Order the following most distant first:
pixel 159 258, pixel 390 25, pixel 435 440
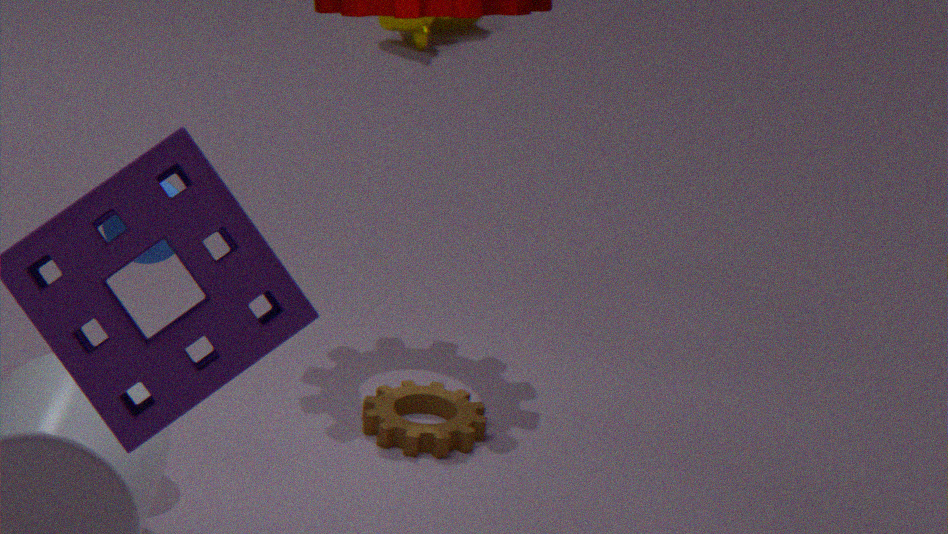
pixel 390 25
pixel 435 440
pixel 159 258
